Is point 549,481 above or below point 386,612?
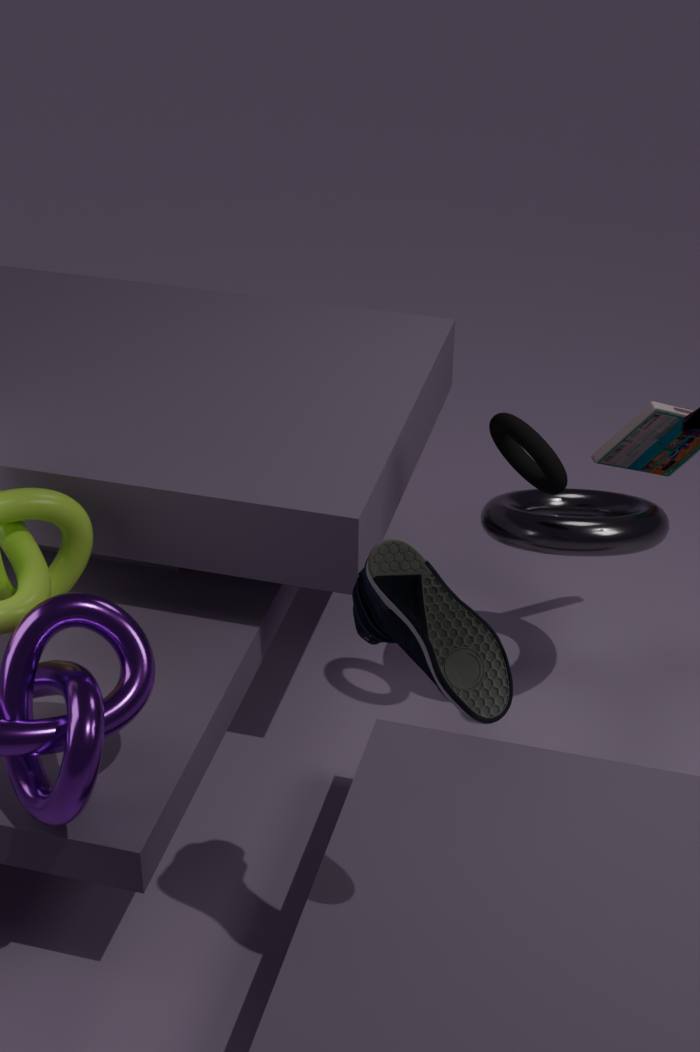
below
